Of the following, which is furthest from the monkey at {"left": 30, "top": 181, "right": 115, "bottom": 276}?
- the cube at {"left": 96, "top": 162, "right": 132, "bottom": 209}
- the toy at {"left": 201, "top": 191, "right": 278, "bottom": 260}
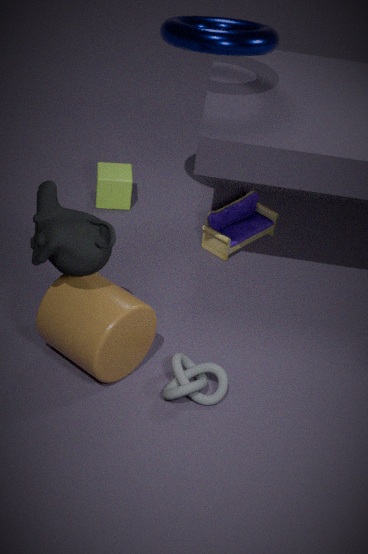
the cube at {"left": 96, "top": 162, "right": 132, "bottom": 209}
